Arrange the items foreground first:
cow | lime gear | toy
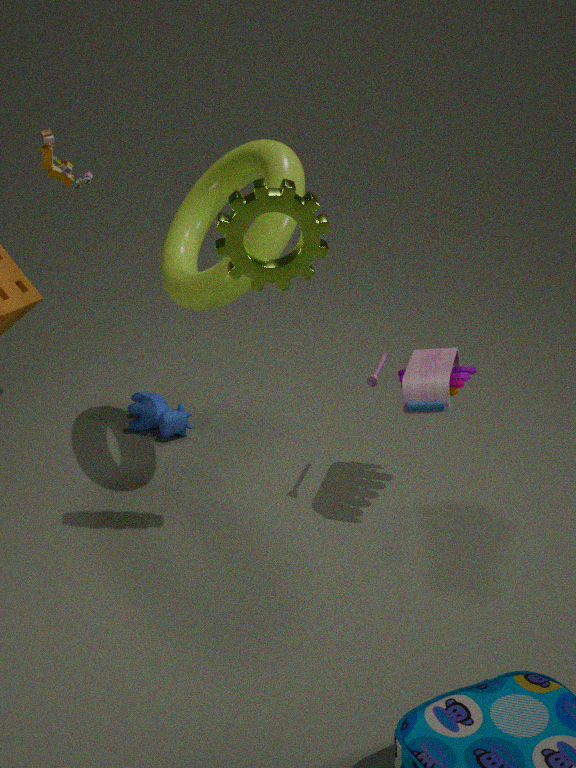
lime gear, toy, cow
